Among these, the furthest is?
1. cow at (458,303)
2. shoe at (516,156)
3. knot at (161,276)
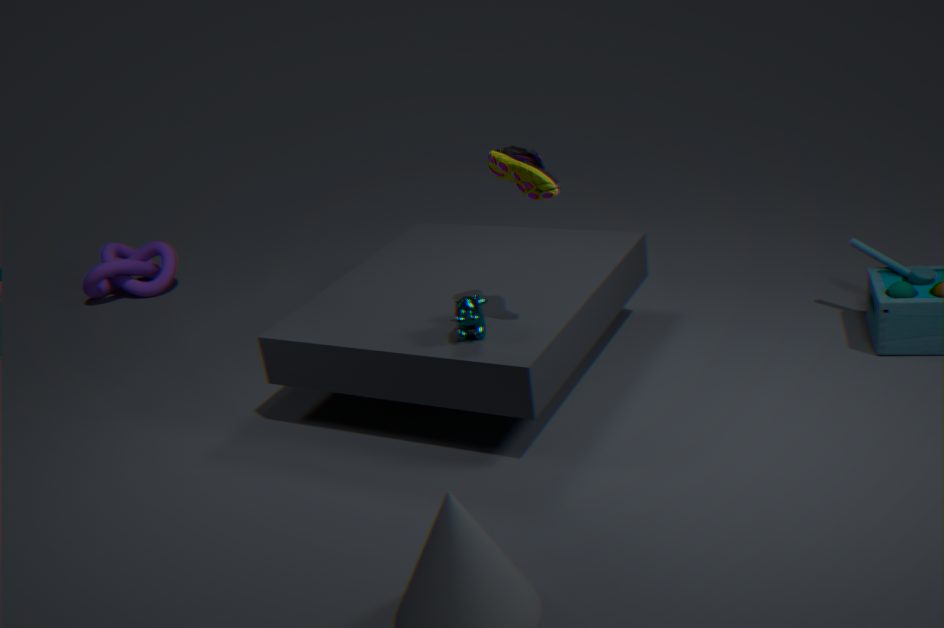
knot at (161,276)
